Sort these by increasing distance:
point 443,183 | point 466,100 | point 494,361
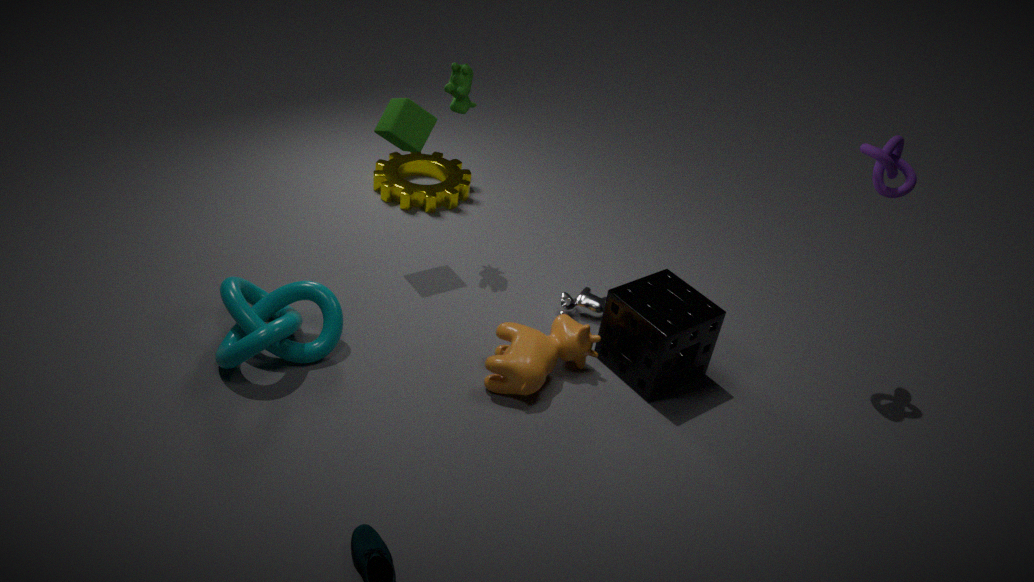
point 494,361, point 466,100, point 443,183
